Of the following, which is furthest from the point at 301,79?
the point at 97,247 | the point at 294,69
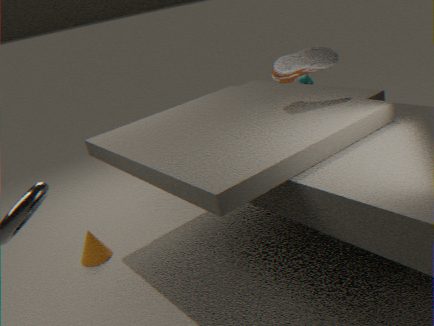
the point at 97,247
